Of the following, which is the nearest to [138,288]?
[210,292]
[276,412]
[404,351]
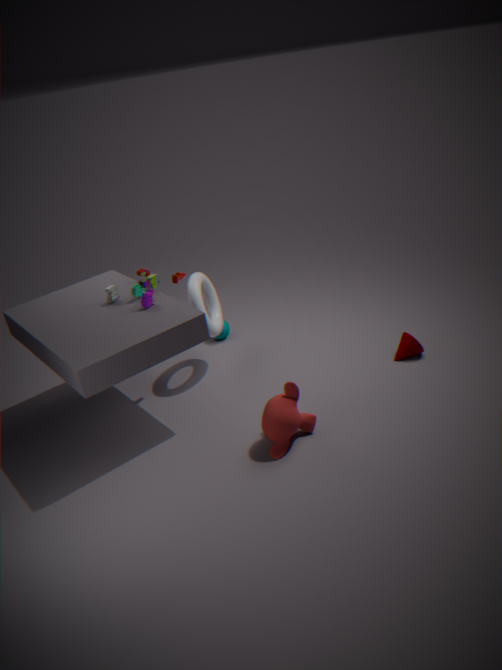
[210,292]
